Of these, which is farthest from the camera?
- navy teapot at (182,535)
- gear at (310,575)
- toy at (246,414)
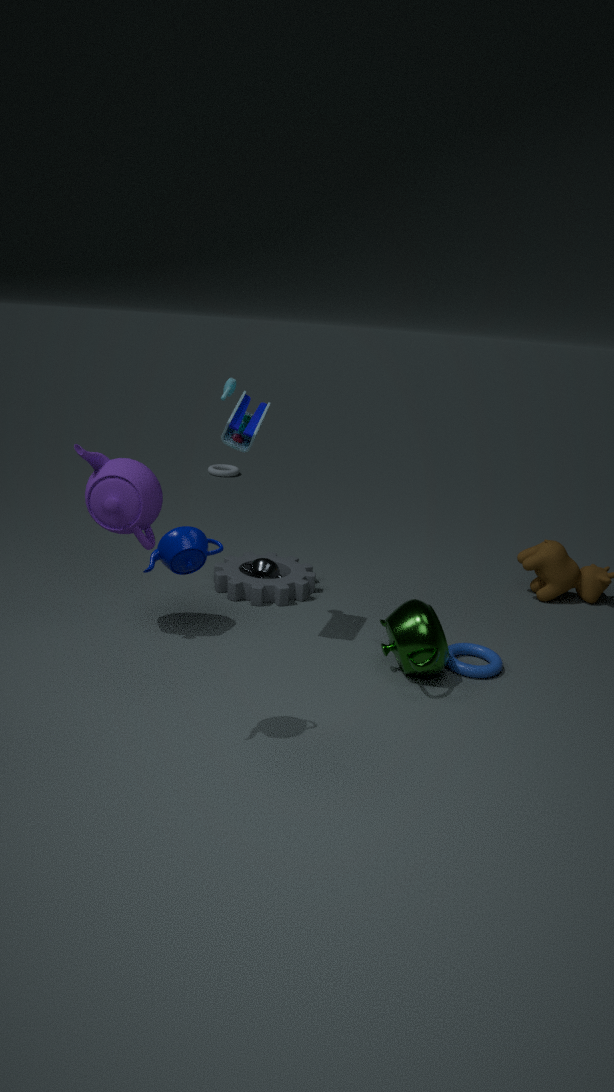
gear at (310,575)
